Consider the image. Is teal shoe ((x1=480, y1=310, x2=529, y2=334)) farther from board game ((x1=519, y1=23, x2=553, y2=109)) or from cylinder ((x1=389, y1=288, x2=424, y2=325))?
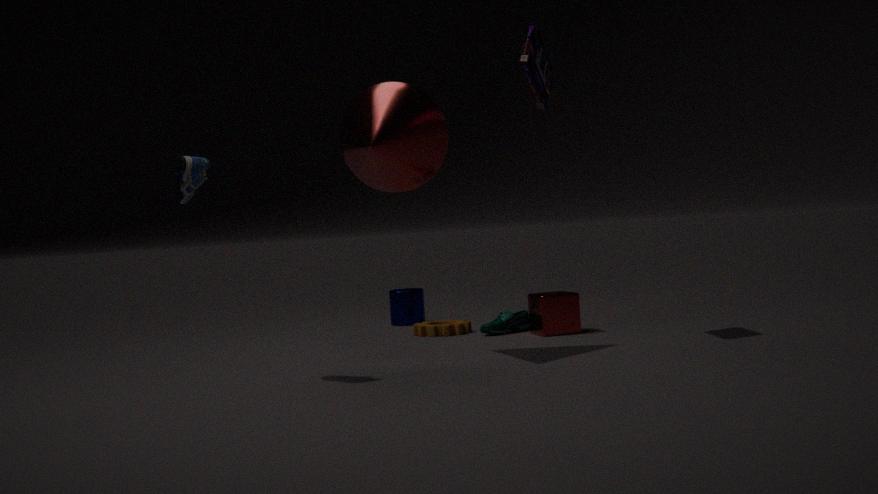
board game ((x1=519, y1=23, x2=553, y2=109))
